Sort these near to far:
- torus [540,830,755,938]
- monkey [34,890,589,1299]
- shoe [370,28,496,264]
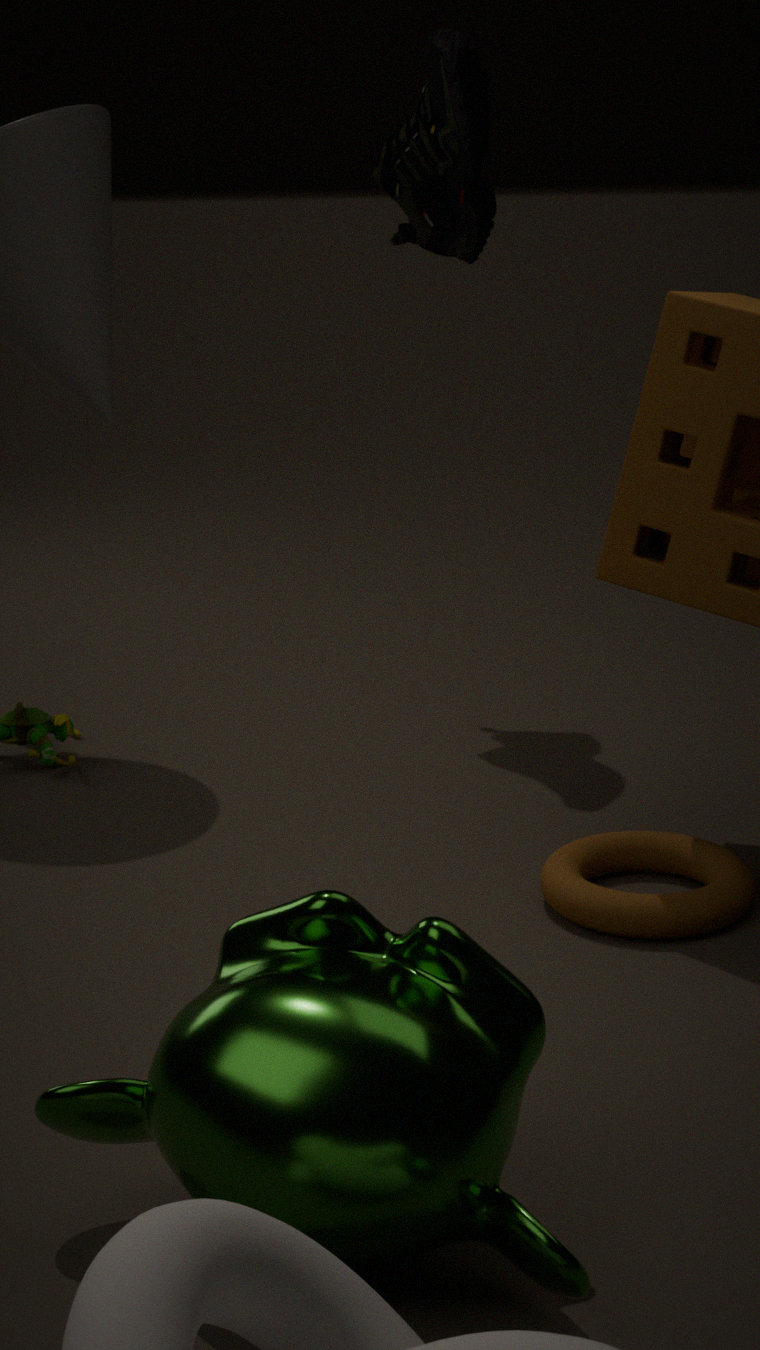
monkey [34,890,589,1299] < torus [540,830,755,938] < shoe [370,28,496,264]
